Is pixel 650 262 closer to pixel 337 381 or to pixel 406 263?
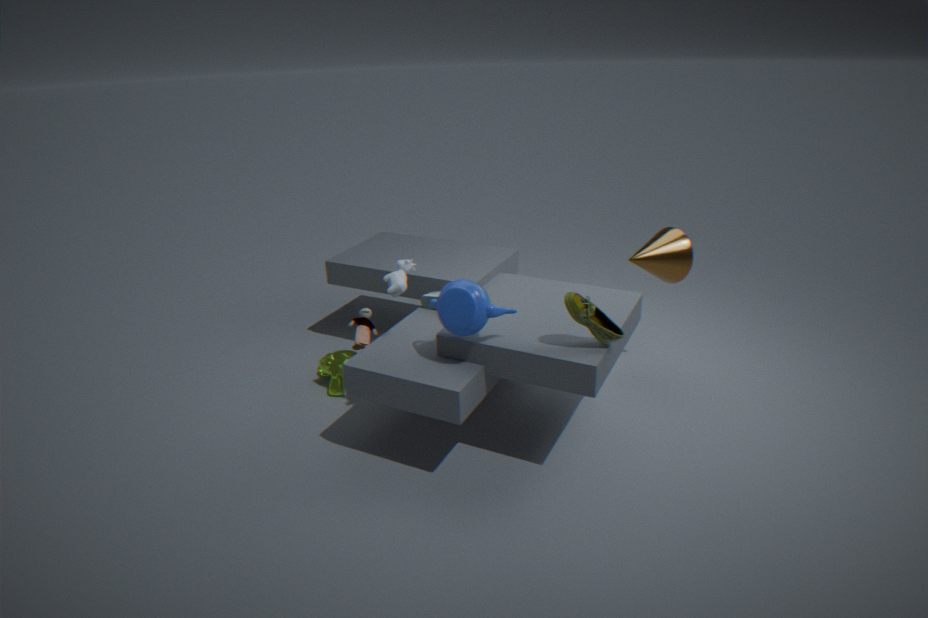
pixel 406 263
